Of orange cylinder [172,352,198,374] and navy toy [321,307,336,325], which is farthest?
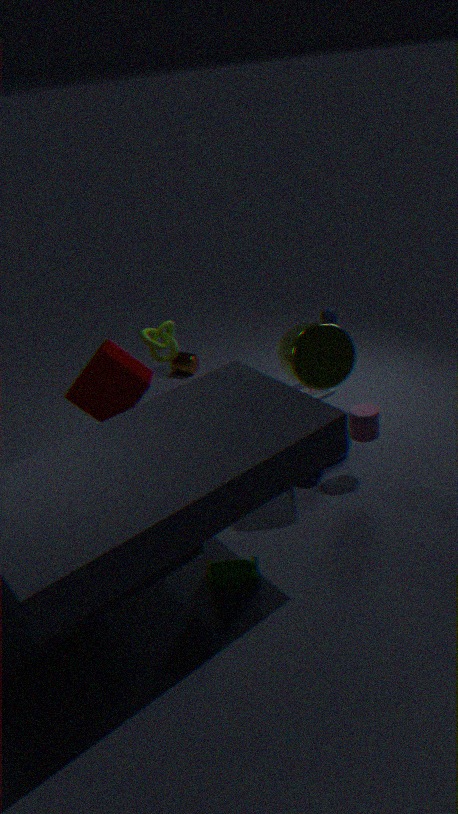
orange cylinder [172,352,198,374]
